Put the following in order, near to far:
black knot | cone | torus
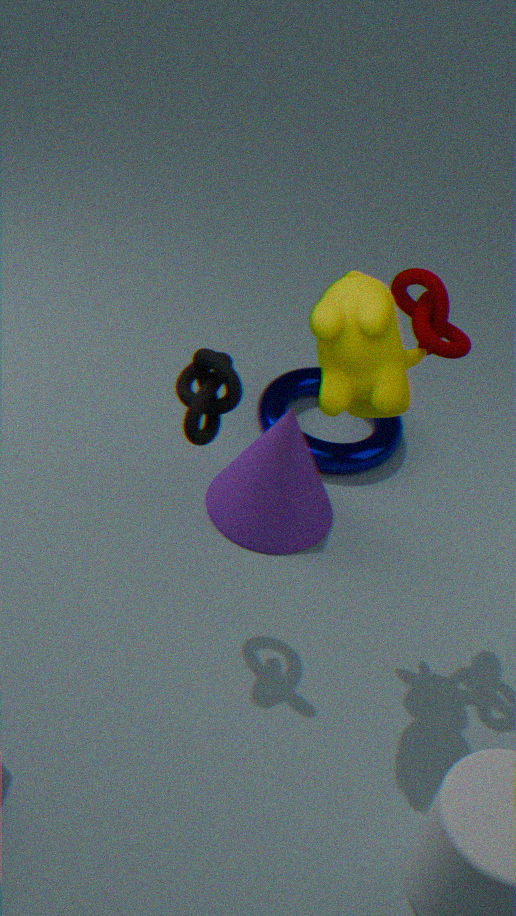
black knot → cone → torus
